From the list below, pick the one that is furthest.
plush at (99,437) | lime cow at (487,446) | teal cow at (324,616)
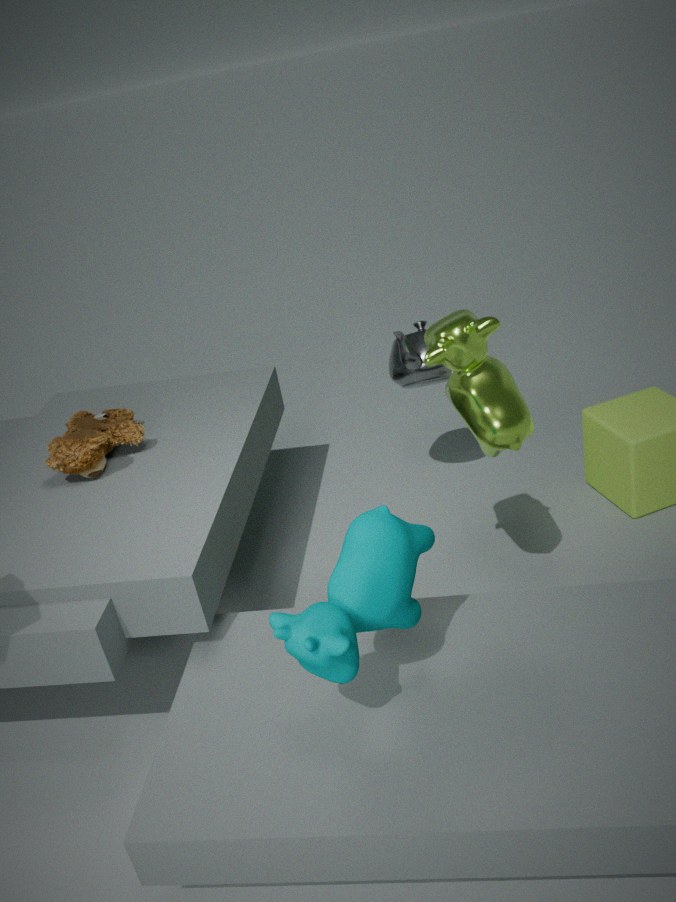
plush at (99,437)
